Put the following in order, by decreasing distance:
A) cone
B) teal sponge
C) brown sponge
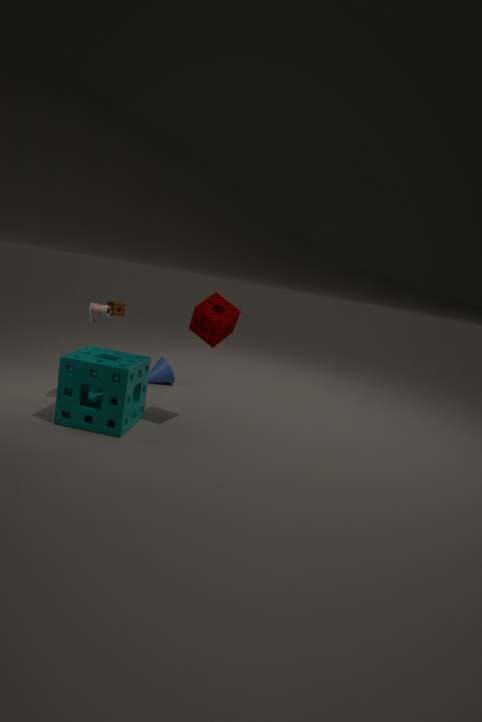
1. brown sponge
2. cone
3. teal sponge
